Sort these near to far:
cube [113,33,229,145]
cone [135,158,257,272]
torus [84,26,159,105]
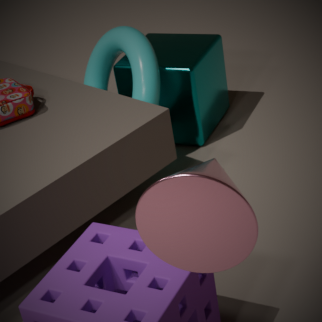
cone [135,158,257,272] < torus [84,26,159,105] < cube [113,33,229,145]
